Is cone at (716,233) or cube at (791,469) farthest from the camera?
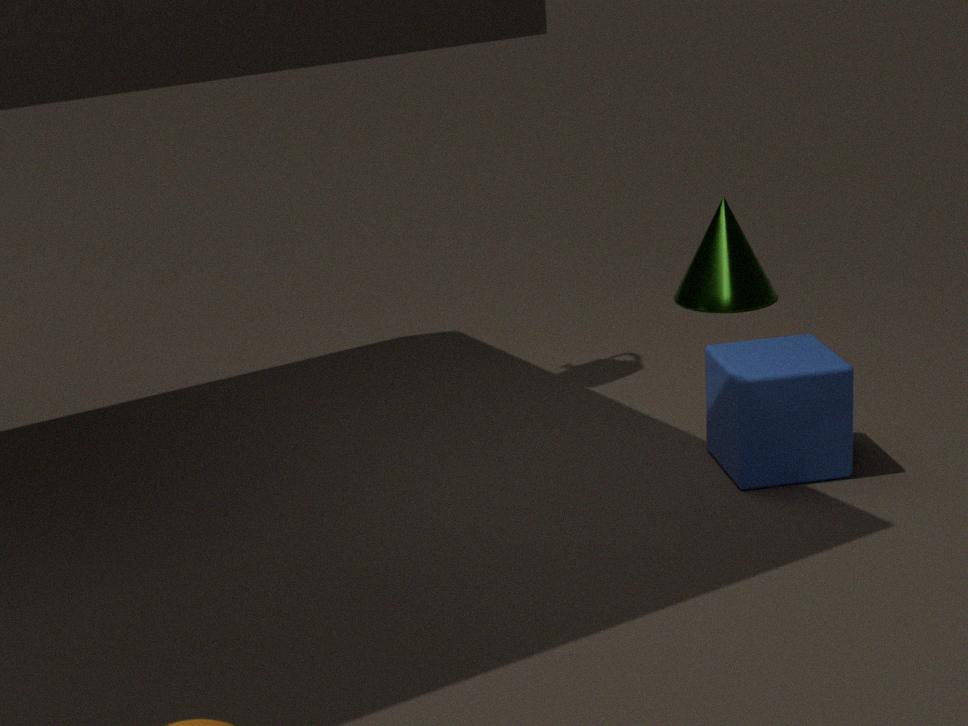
cone at (716,233)
